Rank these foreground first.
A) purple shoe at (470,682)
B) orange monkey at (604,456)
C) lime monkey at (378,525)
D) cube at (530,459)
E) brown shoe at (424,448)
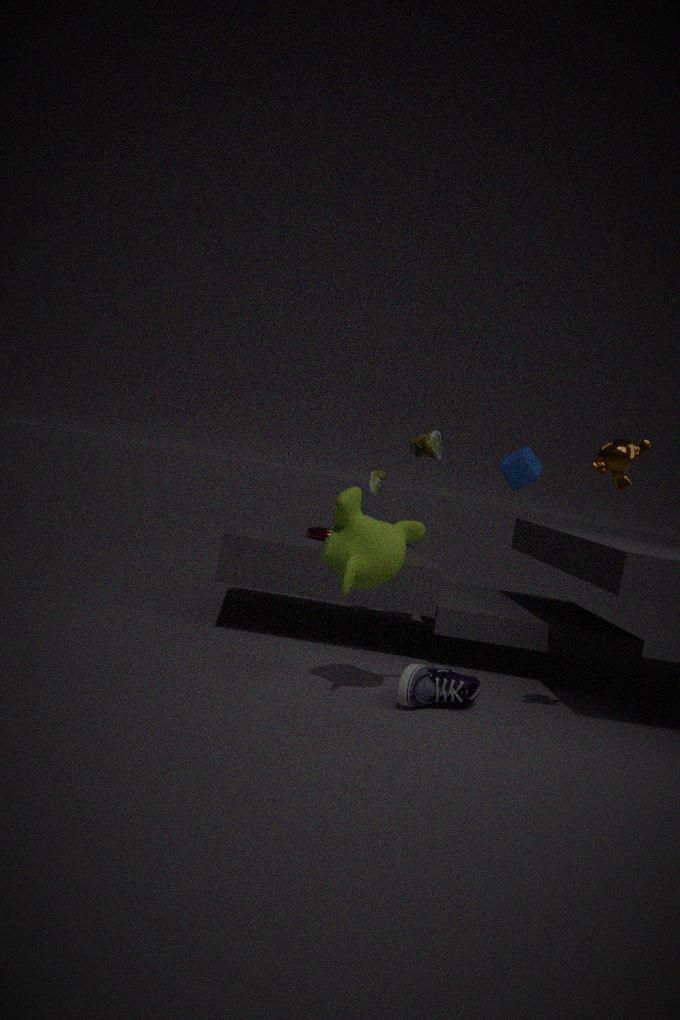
orange monkey at (604,456) → lime monkey at (378,525) → purple shoe at (470,682) → brown shoe at (424,448) → cube at (530,459)
